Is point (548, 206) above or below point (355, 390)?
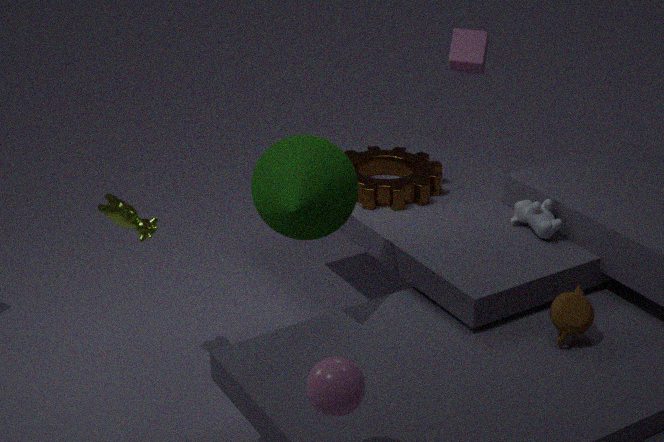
below
